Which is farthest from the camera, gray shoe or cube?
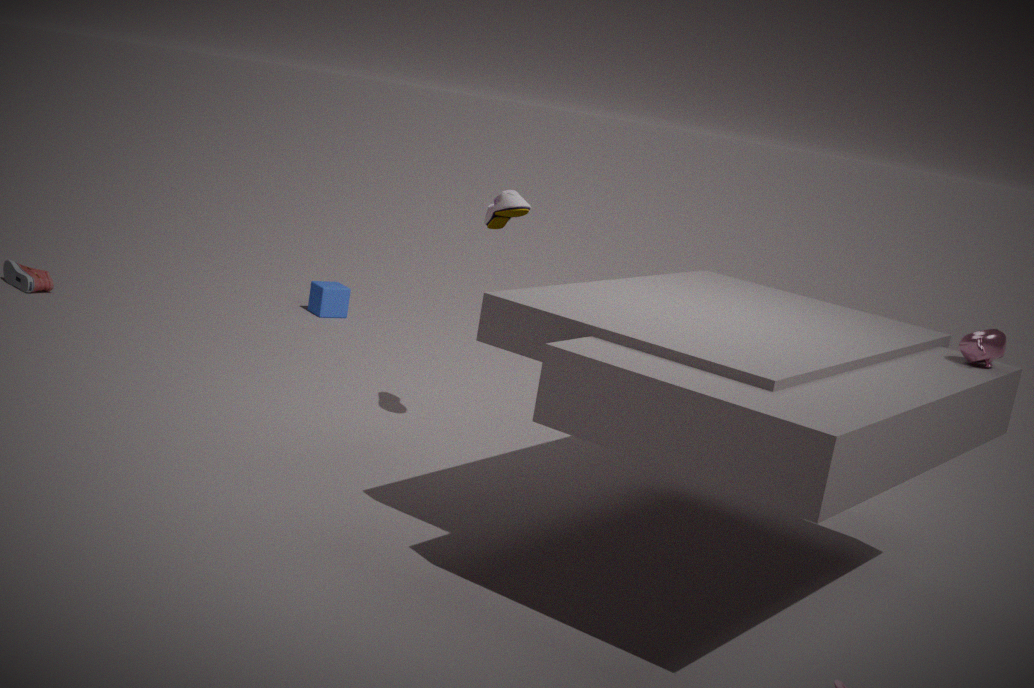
cube
